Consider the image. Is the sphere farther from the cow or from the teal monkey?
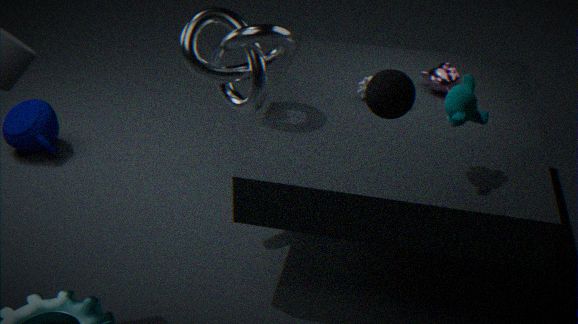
the cow
